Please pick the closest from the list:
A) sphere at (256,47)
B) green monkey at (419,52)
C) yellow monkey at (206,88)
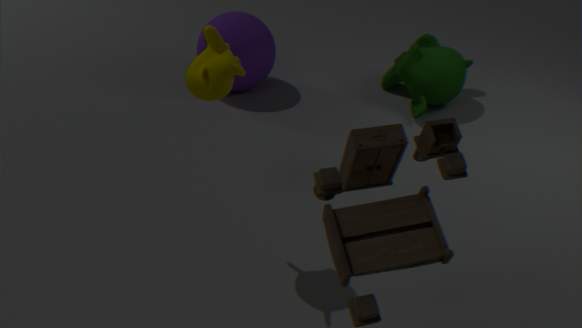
yellow monkey at (206,88)
